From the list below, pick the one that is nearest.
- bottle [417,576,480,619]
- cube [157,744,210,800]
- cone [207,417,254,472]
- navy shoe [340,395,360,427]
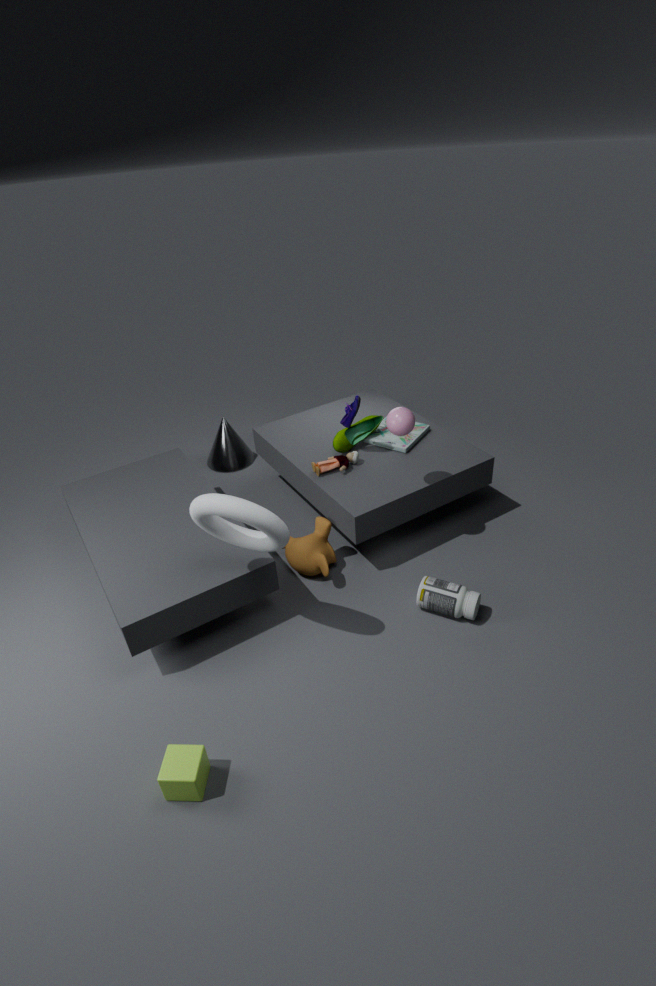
cube [157,744,210,800]
